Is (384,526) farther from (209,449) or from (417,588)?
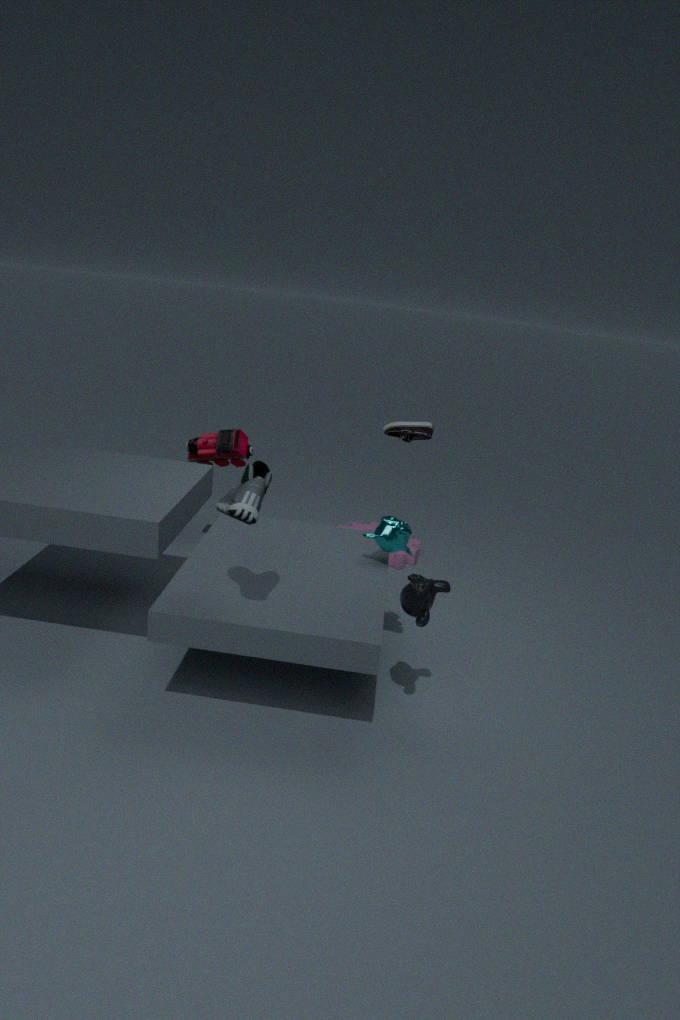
(209,449)
